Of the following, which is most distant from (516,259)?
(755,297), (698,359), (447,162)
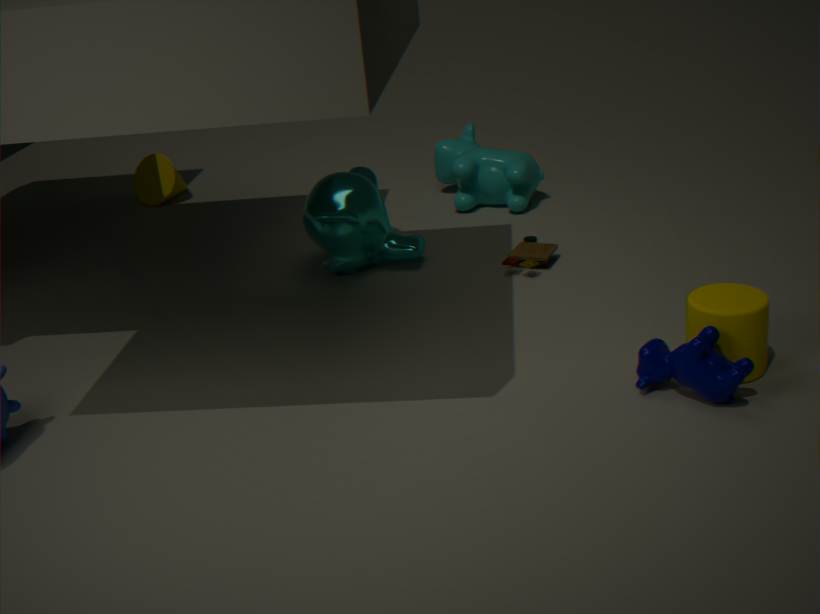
(698,359)
